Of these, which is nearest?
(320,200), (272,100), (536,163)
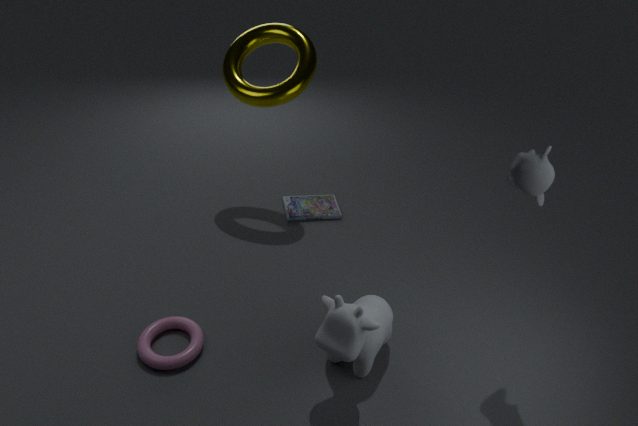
(536,163)
